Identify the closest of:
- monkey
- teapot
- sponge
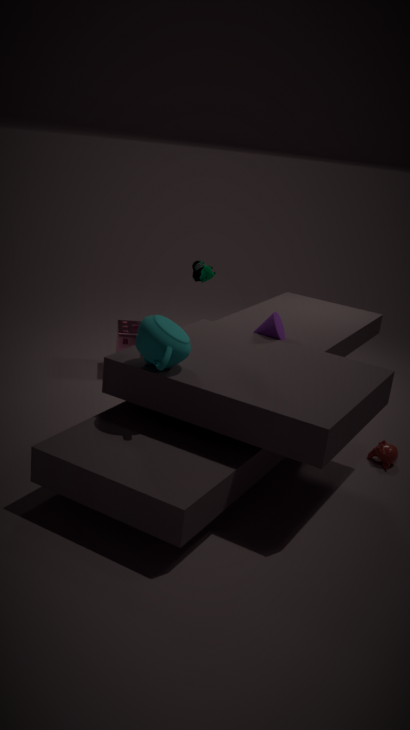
teapot
